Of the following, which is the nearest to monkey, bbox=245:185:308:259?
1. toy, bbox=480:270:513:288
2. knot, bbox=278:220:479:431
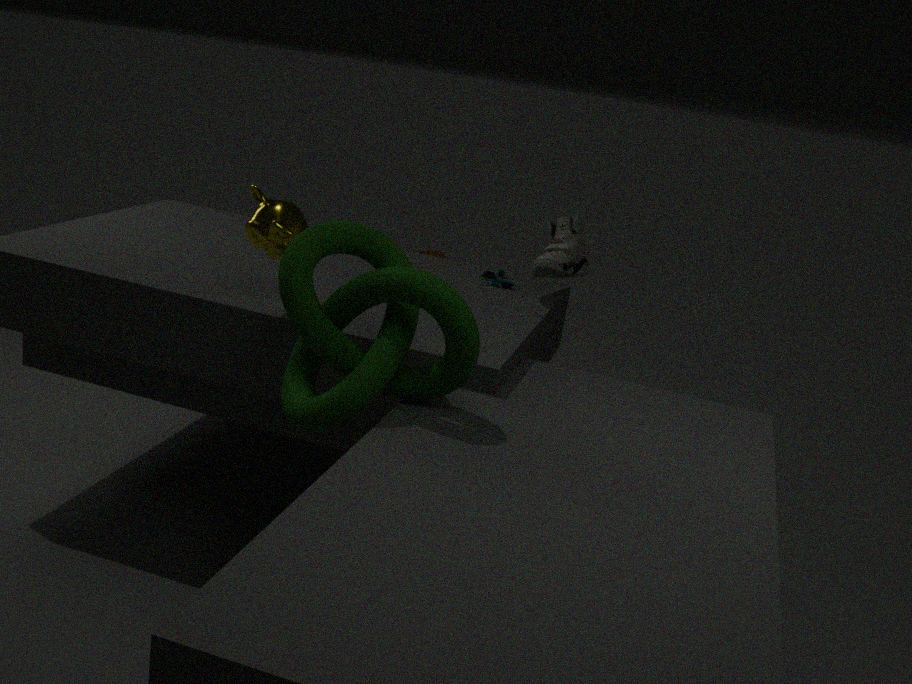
knot, bbox=278:220:479:431
